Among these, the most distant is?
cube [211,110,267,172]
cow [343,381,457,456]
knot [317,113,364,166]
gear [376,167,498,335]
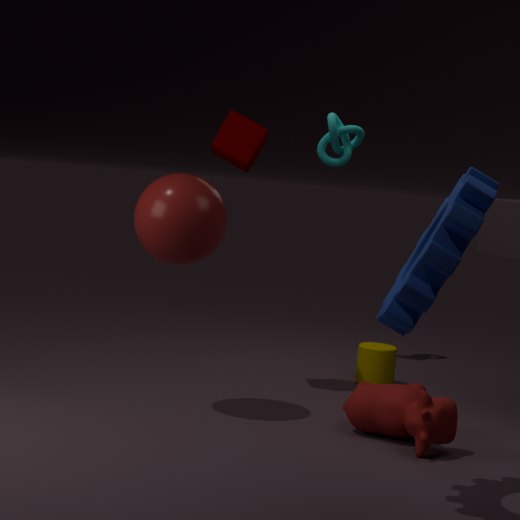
knot [317,113,364,166]
